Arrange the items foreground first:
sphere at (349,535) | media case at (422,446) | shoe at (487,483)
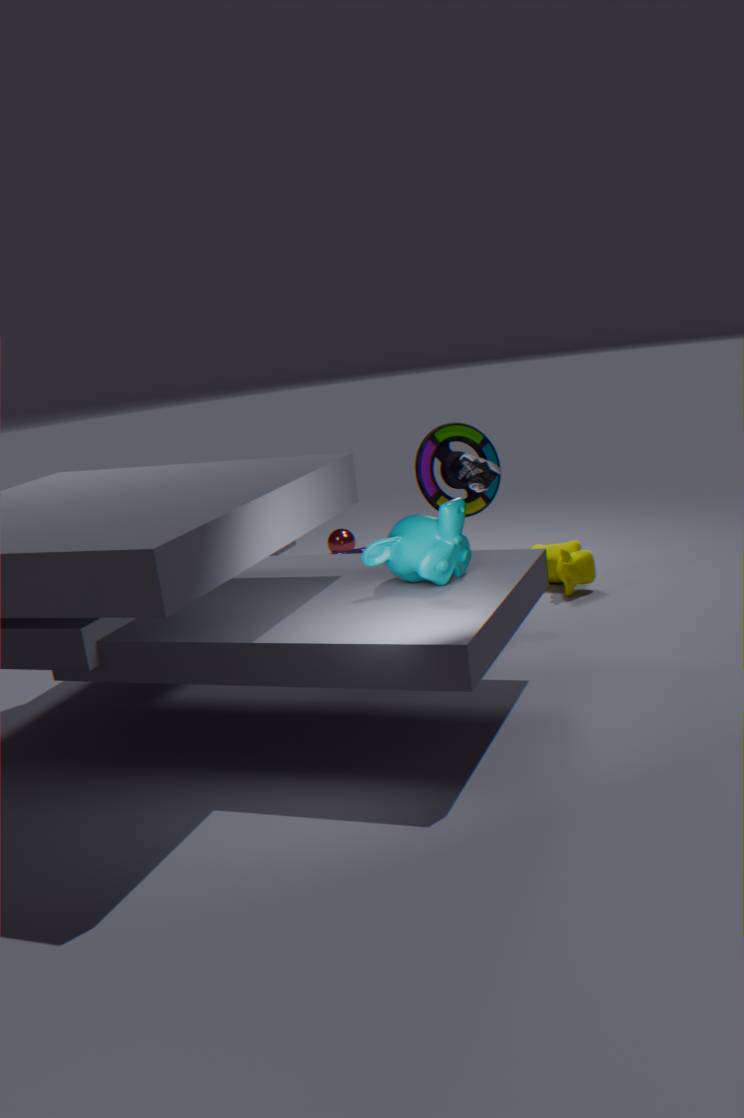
shoe at (487,483) → media case at (422,446) → sphere at (349,535)
